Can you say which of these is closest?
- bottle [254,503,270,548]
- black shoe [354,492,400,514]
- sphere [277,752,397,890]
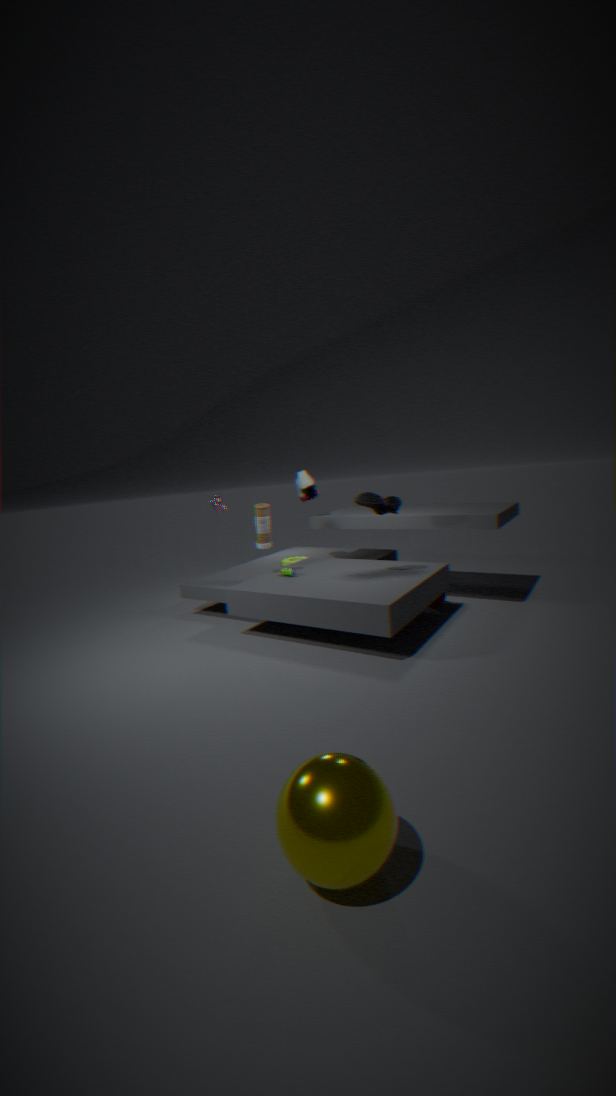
sphere [277,752,397,890]
